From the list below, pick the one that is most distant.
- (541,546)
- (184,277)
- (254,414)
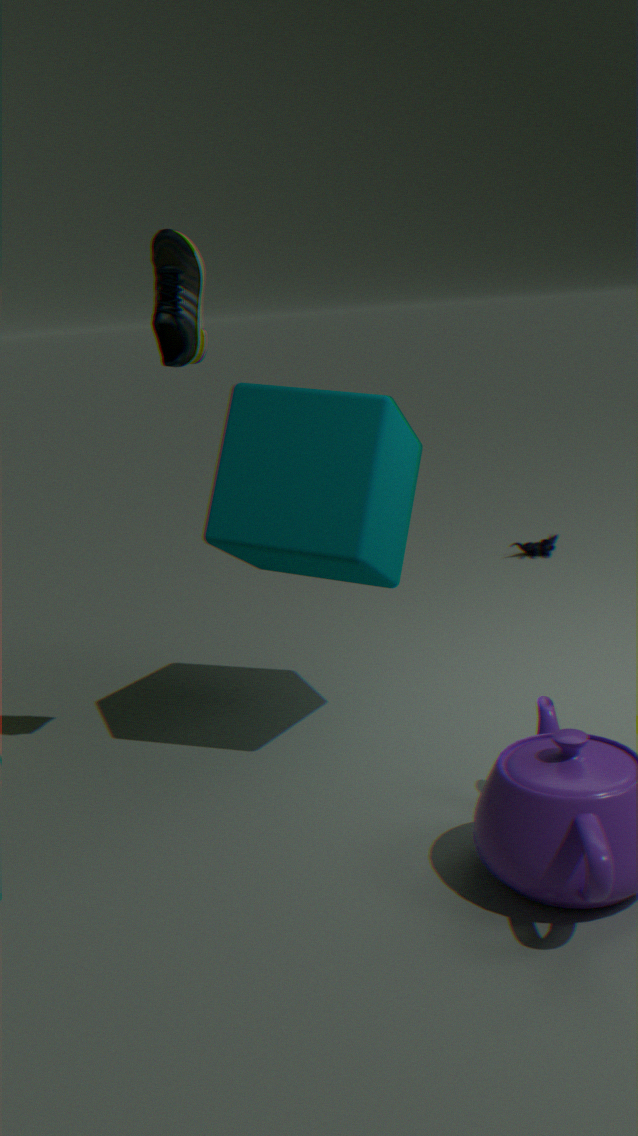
(541,546)
